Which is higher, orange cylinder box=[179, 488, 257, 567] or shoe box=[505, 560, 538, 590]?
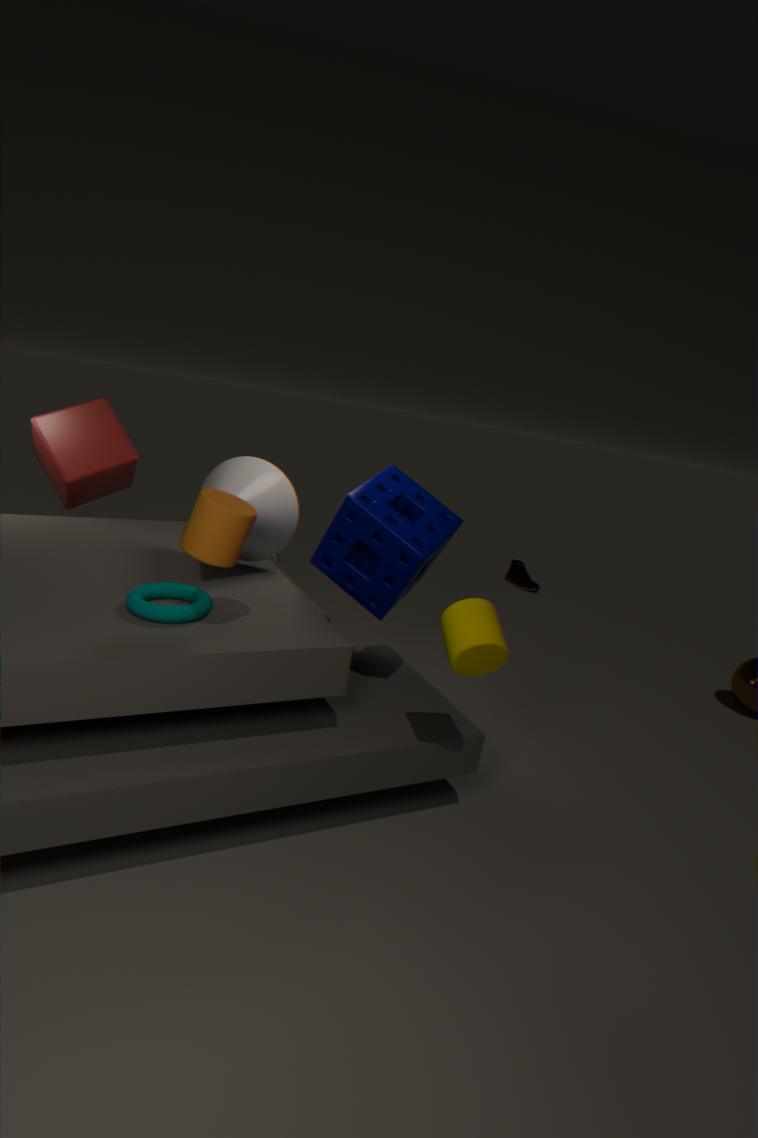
orange cylinder box=[179, 488, 257, 567]
